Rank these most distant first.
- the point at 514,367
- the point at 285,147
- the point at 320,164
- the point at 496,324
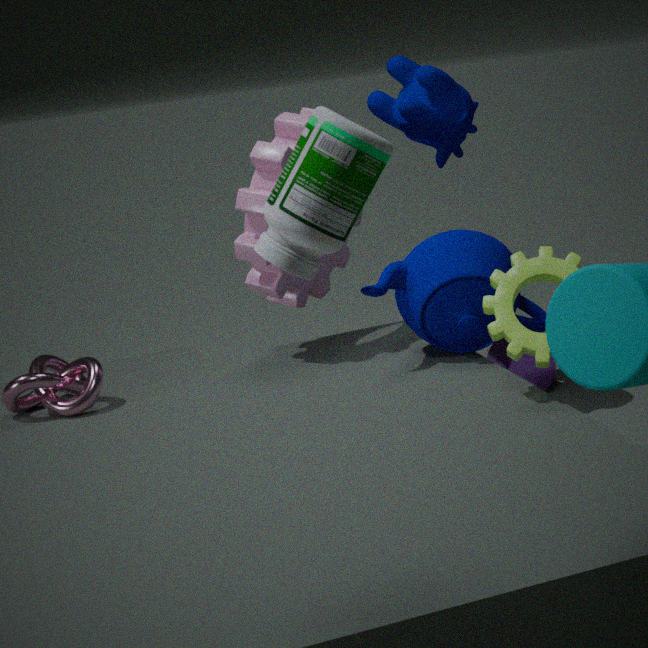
1. the point at 514,367
2. the point at 285,147
3. the point at 496,324
4. the point at 320,164
